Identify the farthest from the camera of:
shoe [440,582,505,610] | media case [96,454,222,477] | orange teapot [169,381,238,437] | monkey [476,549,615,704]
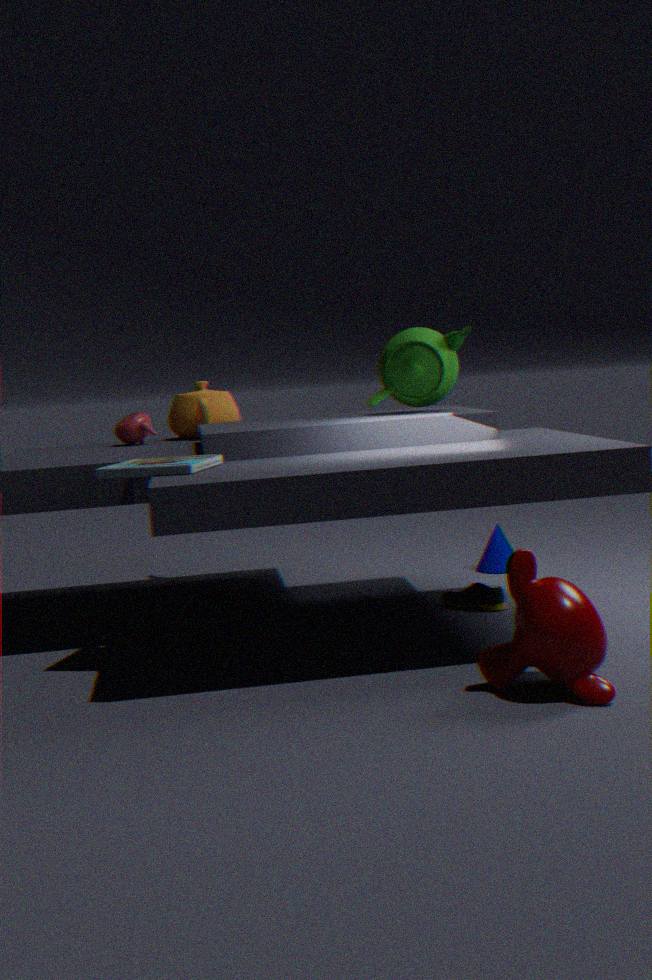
orange teapot [169,381,238,437]
